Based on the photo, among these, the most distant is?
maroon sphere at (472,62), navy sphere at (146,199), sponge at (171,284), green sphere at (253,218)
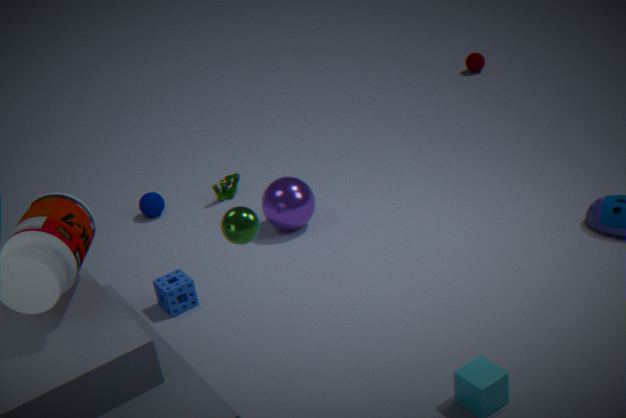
maroon sphere at (472,62)
